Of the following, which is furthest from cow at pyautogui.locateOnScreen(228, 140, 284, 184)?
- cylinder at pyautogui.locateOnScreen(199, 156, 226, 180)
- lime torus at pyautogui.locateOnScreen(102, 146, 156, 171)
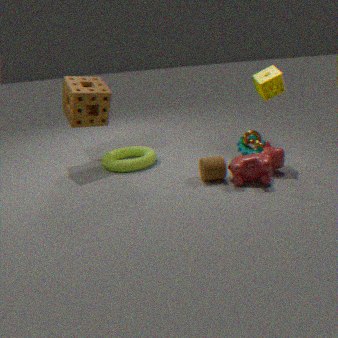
lime torus at pyautogui.locateOnScreen(102, 146, 156, 171)
